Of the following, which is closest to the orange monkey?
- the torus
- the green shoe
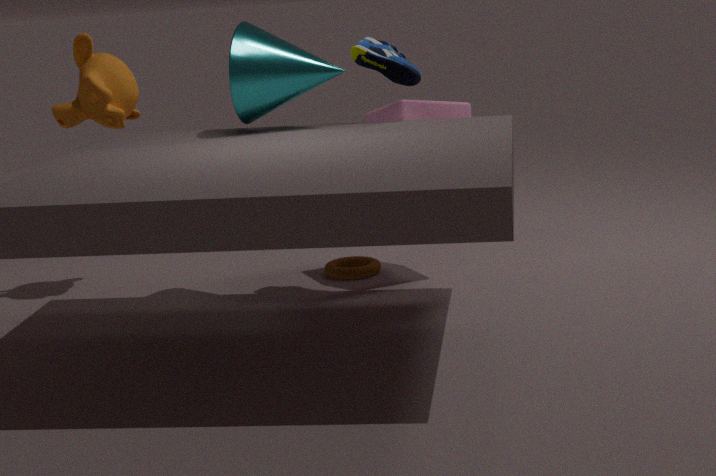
the green shoe
